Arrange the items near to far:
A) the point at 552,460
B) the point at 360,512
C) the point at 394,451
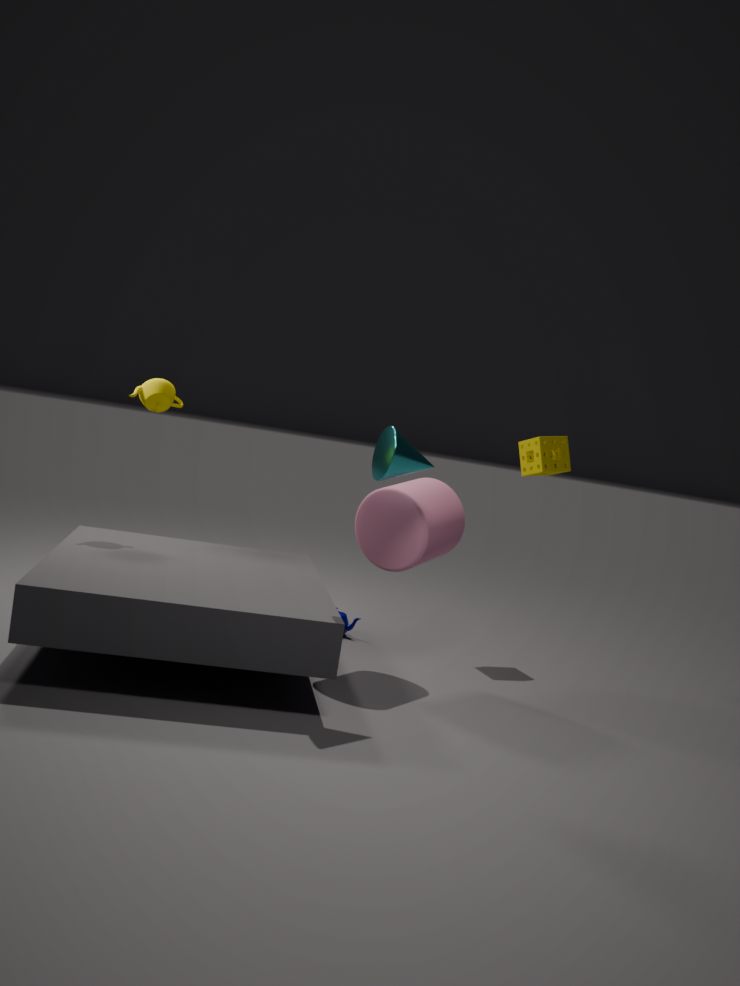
the point at 394,451 → the point at 360,512 → the point at 552,460
